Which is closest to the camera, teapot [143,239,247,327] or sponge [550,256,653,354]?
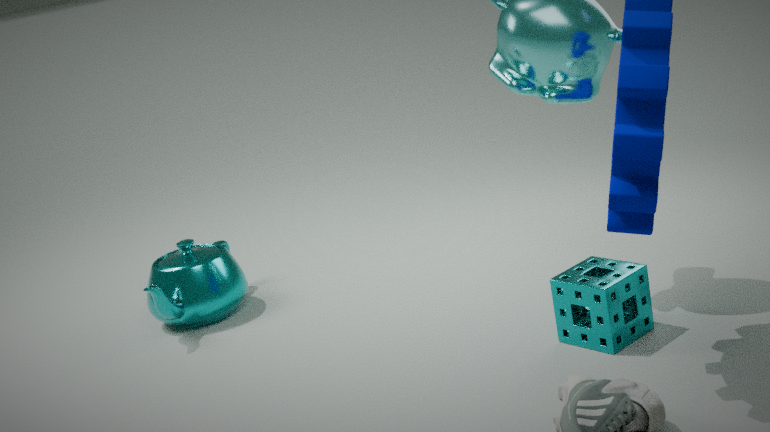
sponge [550,256,653,354]
